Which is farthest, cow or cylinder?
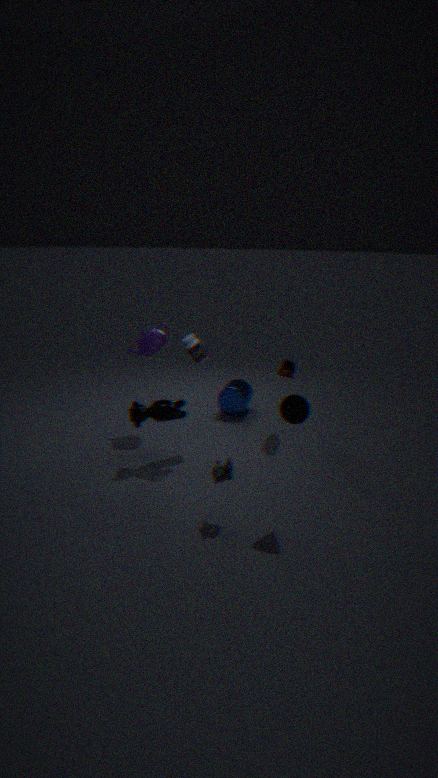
cylinder
